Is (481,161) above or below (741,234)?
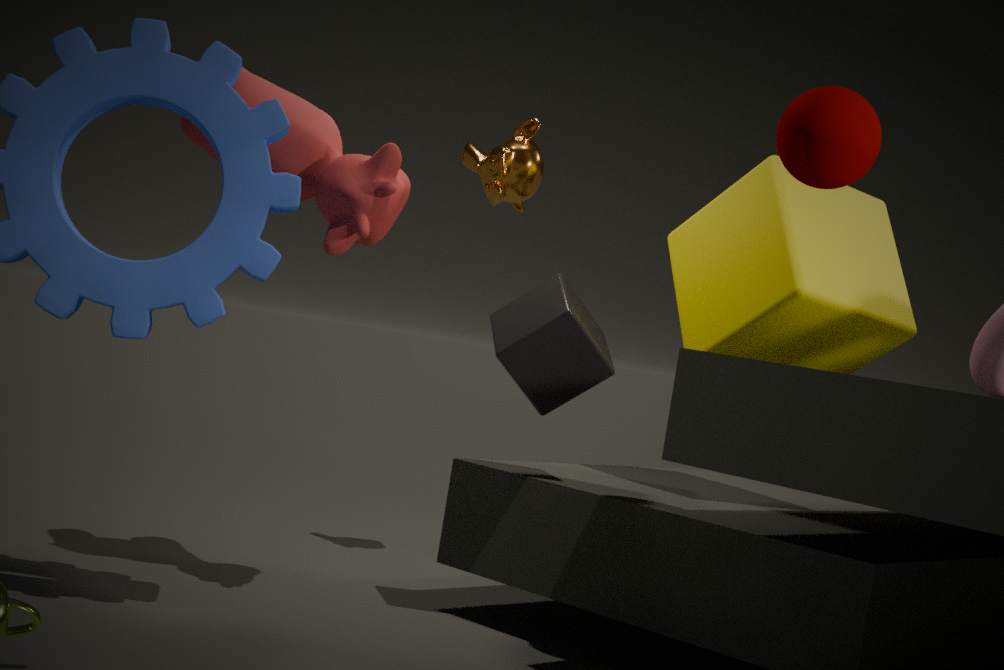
above
